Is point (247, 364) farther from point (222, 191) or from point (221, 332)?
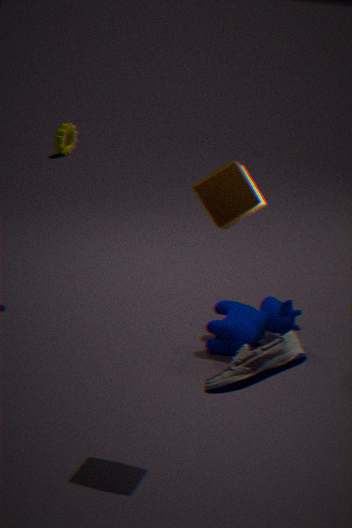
point (221, 332)
